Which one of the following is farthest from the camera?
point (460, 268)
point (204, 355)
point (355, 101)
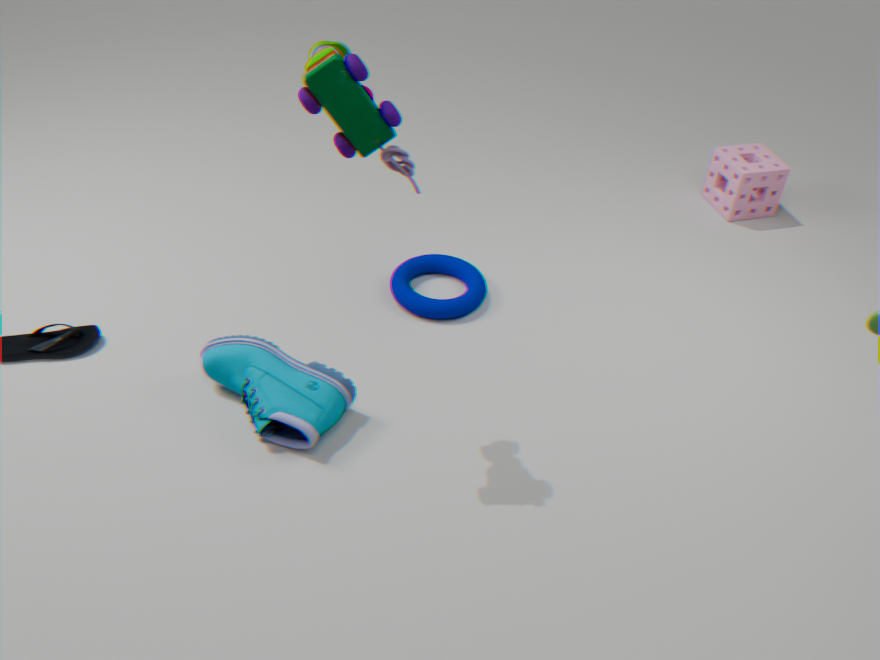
point (460, 268)
